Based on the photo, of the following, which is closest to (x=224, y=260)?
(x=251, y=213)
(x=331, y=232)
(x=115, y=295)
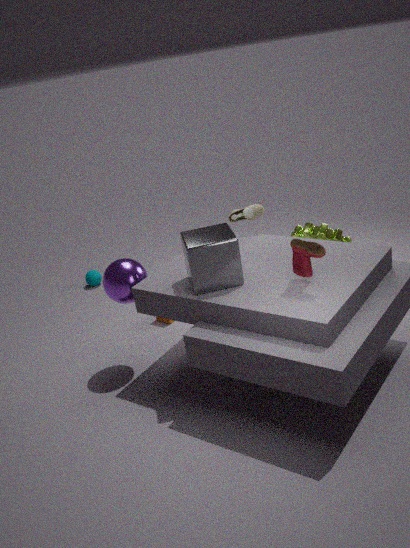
(x=115, y=295)
